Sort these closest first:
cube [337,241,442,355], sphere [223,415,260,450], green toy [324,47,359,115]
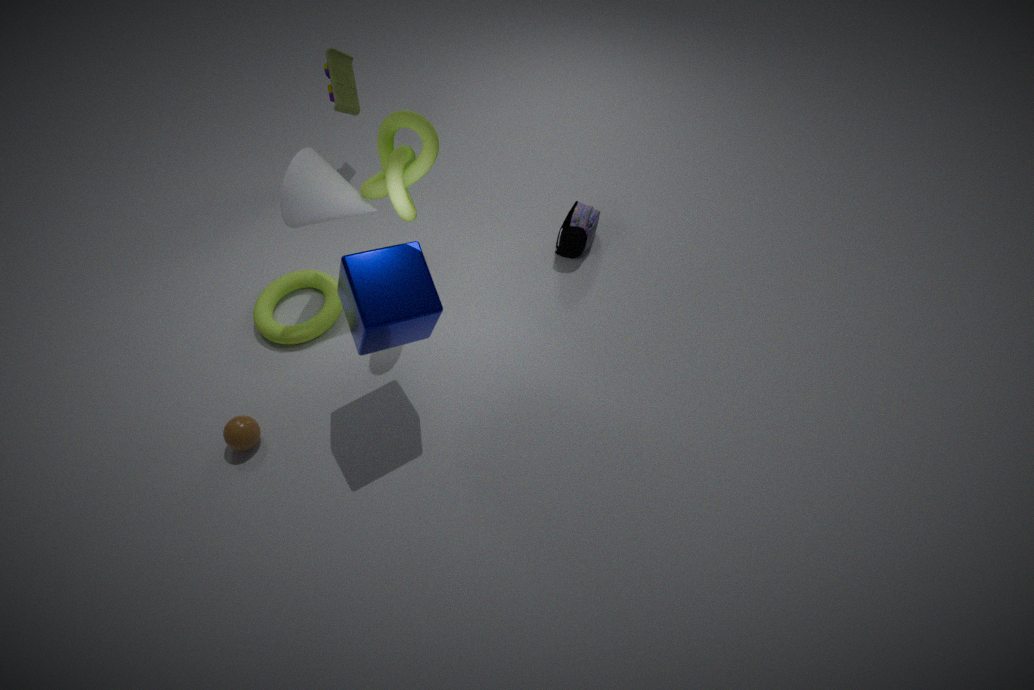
1. cube [337,241,442,355]
2. sphere [223,415,260,450]
3. green toy [324,47,359,115]
